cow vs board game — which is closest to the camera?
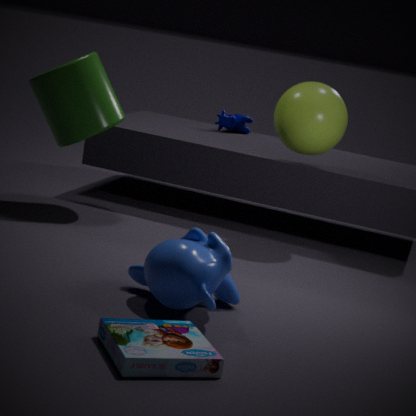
board game
